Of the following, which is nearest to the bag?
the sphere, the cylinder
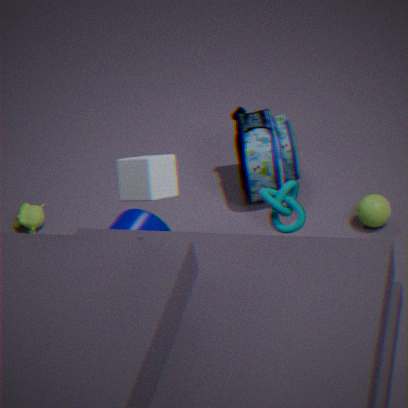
the sphere
